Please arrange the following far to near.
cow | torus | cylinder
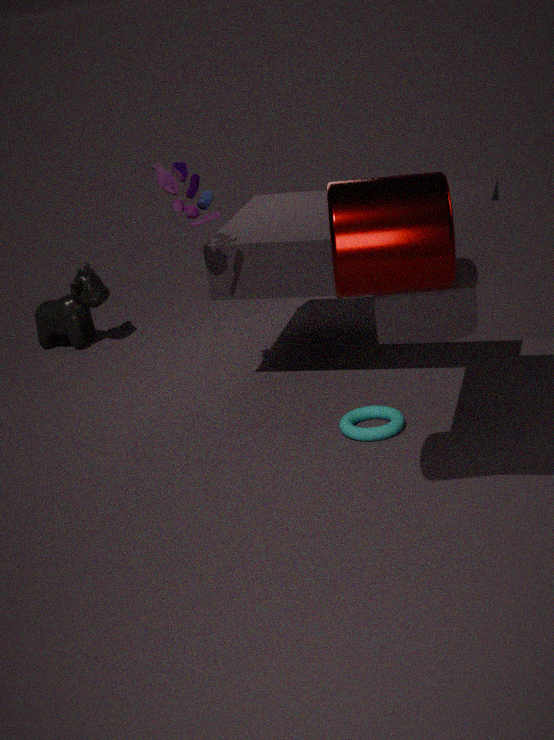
cow → torus → cylinder
